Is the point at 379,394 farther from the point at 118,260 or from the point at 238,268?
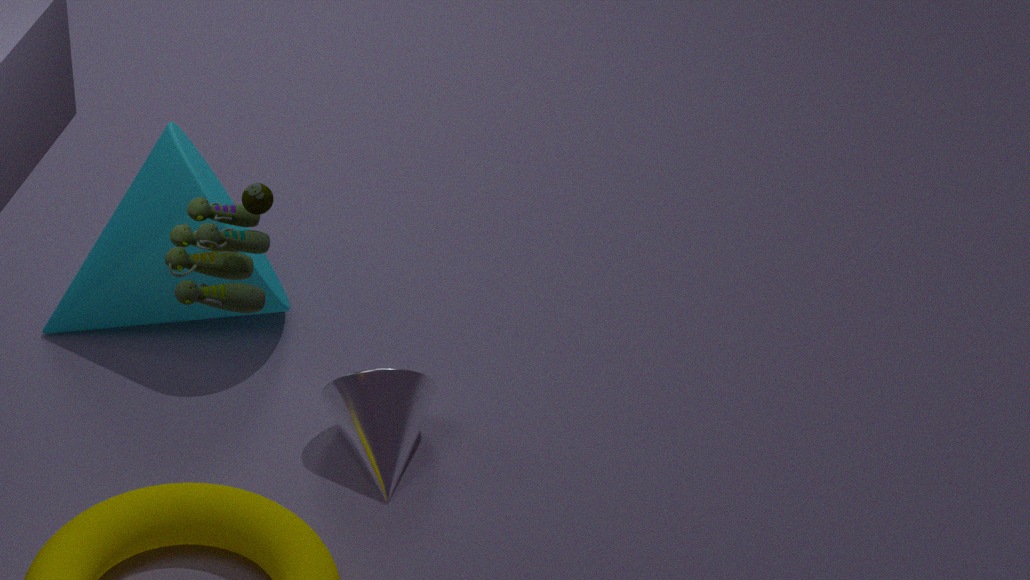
the point at 238,268
